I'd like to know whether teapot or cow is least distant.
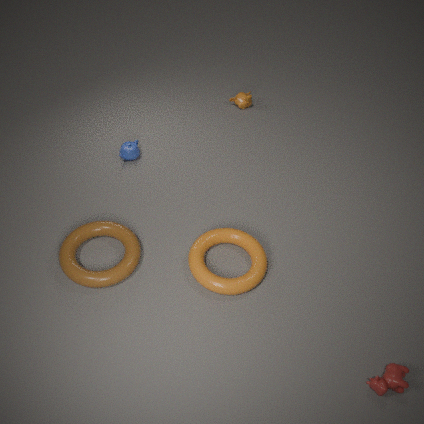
cow
